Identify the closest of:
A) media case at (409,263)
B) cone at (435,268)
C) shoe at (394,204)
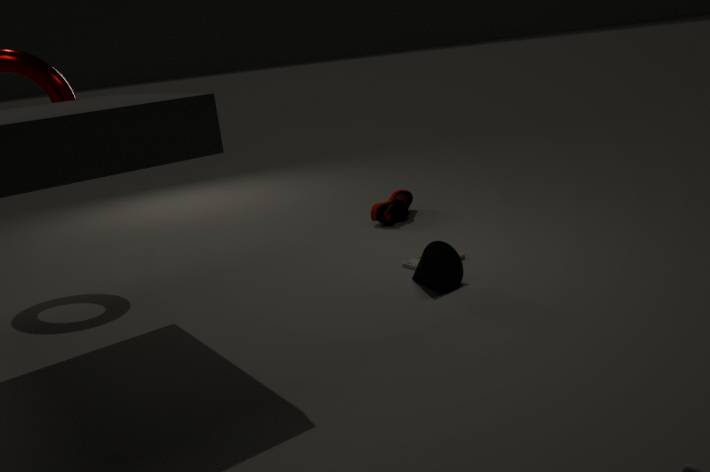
B. cone at (435,268)
